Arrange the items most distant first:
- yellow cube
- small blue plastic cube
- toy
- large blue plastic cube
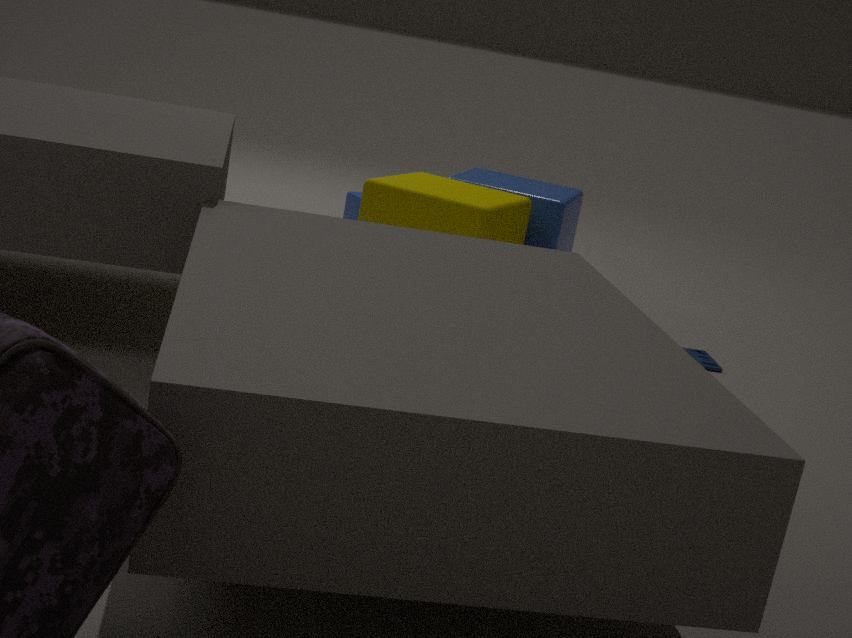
small blue plastic cube → large blue plastic cube → toy → yellow cube
